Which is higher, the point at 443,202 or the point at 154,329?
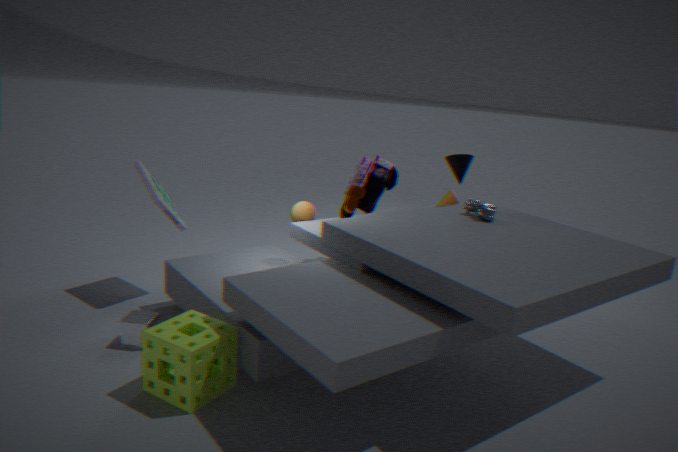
the point at 443,202
